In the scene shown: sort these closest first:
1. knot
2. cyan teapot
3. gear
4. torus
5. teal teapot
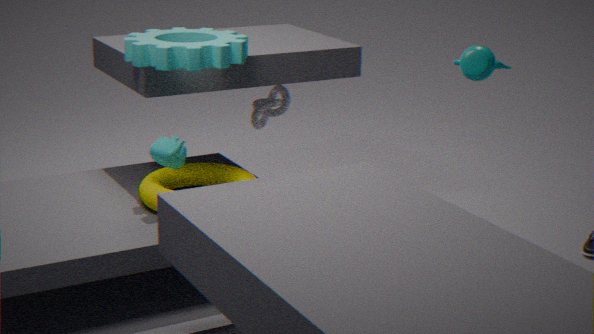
gear < cyan teapot < torus < teal teapot < knot
